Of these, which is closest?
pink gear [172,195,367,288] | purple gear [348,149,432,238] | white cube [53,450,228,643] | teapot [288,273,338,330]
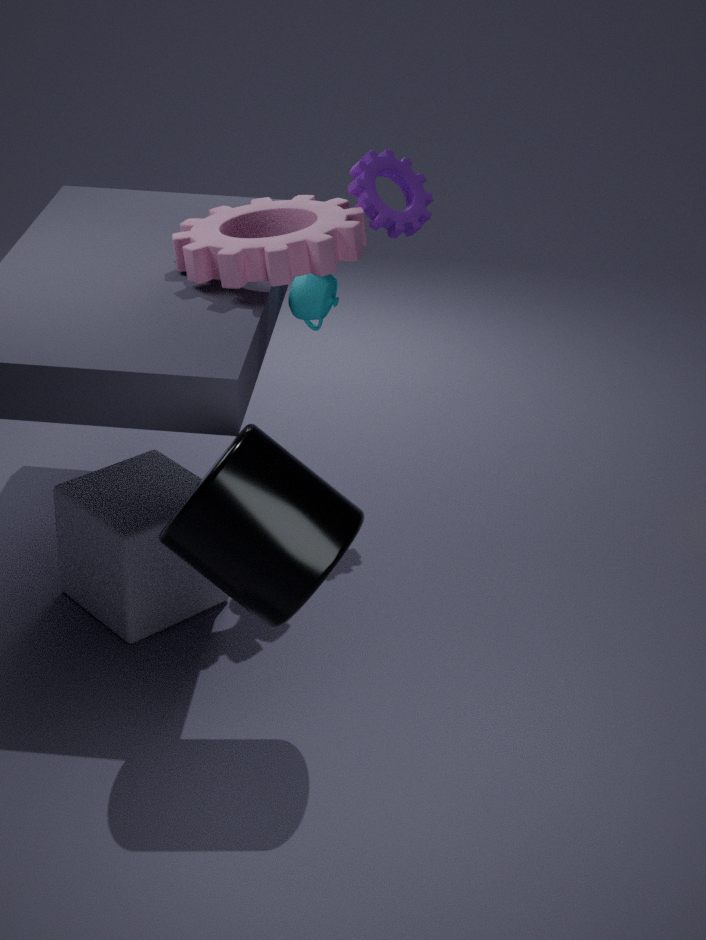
pink gear [172,195,367,288]
